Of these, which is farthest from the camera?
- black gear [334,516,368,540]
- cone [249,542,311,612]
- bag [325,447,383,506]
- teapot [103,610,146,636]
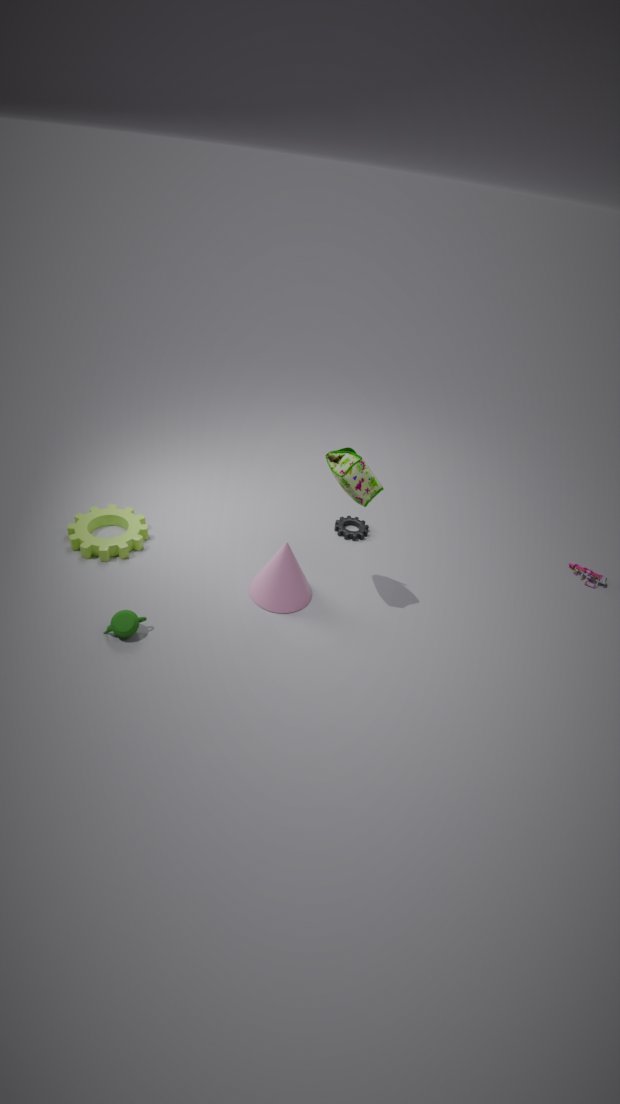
black gear [334,516,368,540]
